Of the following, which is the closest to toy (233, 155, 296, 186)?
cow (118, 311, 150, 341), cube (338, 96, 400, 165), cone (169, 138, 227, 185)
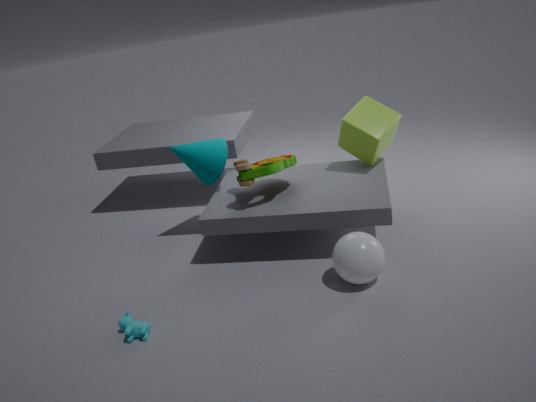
cone (169, 138, 227, 185)
